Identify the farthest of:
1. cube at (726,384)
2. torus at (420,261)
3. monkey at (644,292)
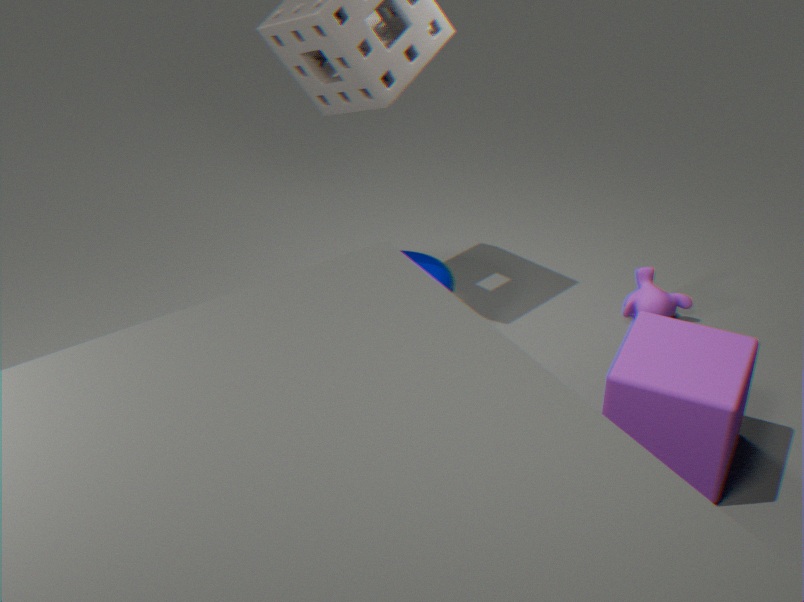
monkey at (644,292)
